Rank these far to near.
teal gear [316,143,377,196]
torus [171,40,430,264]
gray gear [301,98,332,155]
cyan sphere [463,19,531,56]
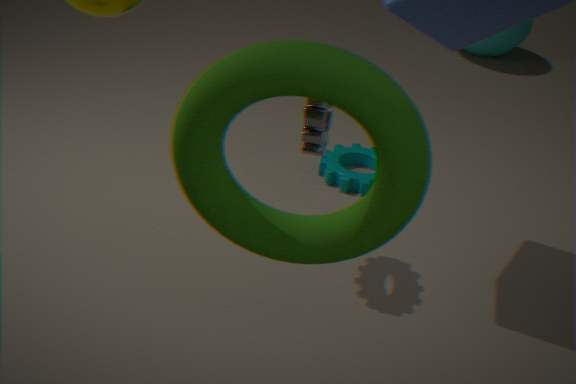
cyan sphere [463,19,531,56] < teal gear [316,143,377,196] < gray gear [301,98,332,155] < torus [171,40,430,264]
